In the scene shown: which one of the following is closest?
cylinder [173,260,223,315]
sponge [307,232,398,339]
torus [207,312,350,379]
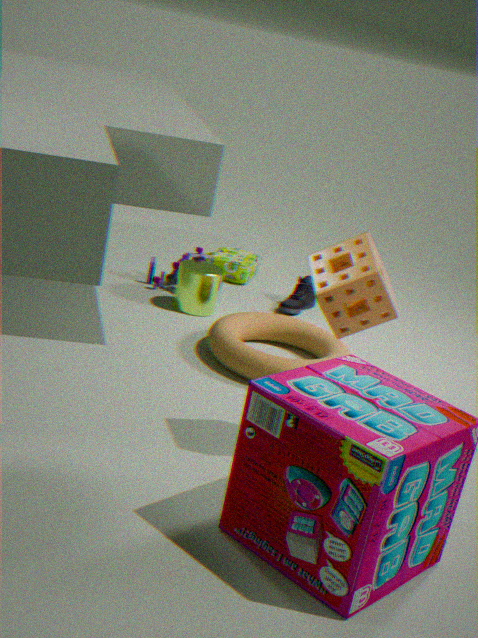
sponge [307,232,398,339]
